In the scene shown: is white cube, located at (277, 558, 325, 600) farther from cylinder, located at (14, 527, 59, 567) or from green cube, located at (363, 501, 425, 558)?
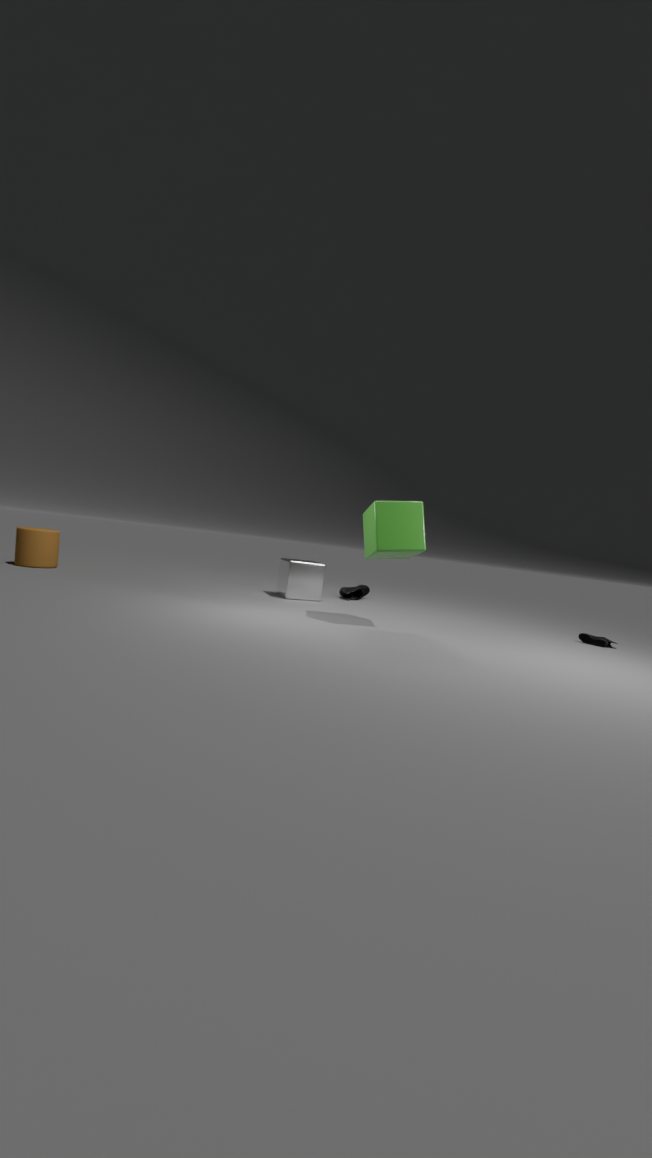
cylinder, located at (14, 527, 59, 567)
